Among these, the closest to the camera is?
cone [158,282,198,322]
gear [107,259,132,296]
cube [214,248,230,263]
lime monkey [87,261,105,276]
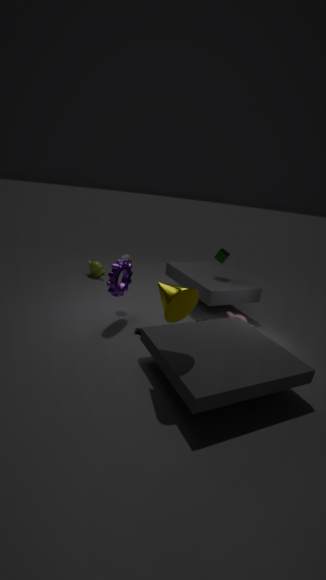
cone [158,282,198,322]
